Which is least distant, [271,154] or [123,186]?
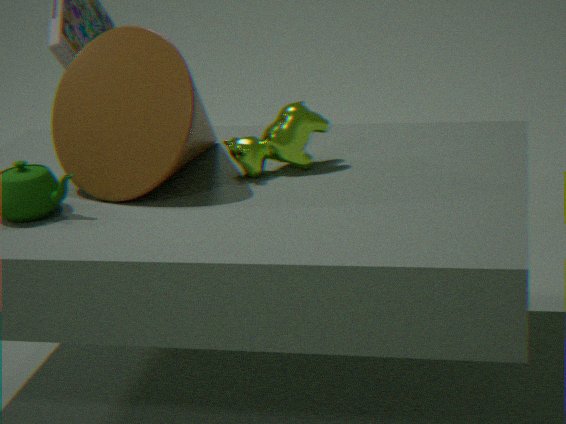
[123,186]
